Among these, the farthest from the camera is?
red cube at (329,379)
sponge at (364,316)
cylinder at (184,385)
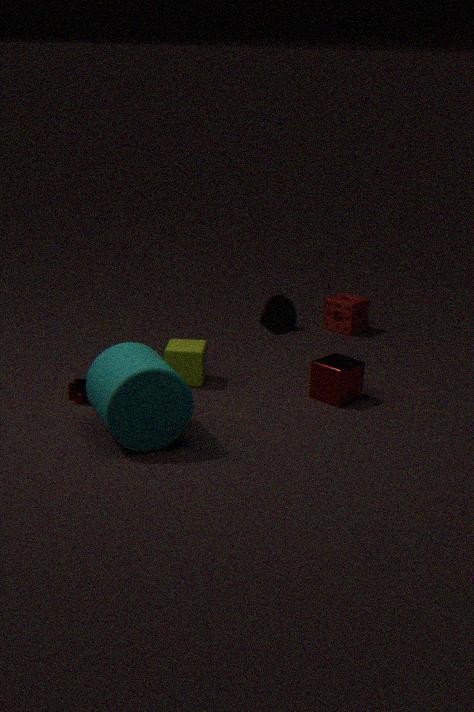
sponge at (364,316)
